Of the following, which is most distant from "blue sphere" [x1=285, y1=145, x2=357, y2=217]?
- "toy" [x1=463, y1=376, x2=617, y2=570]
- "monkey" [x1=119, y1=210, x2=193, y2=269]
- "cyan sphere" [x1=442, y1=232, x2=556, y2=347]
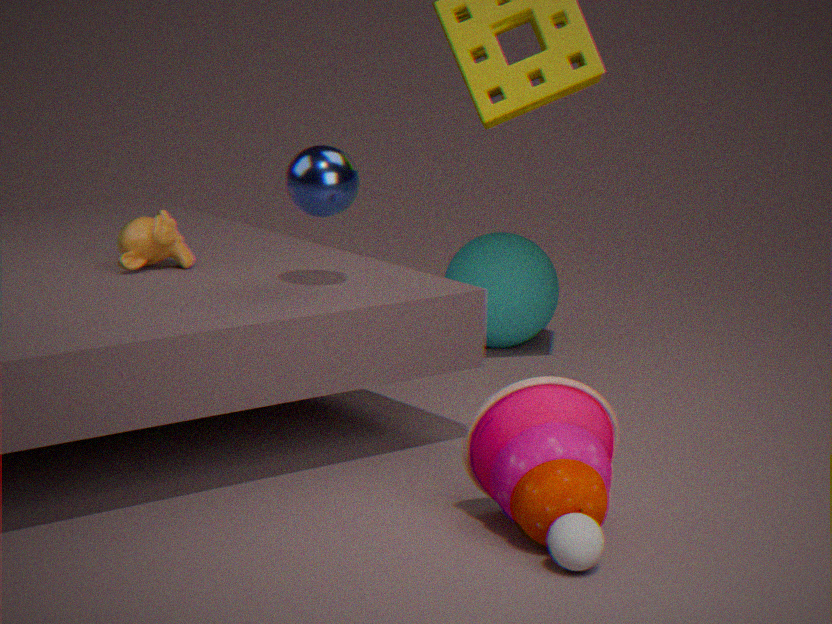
"cyan sphere" [x1=442, y1=232, x2=556, y2=347]
